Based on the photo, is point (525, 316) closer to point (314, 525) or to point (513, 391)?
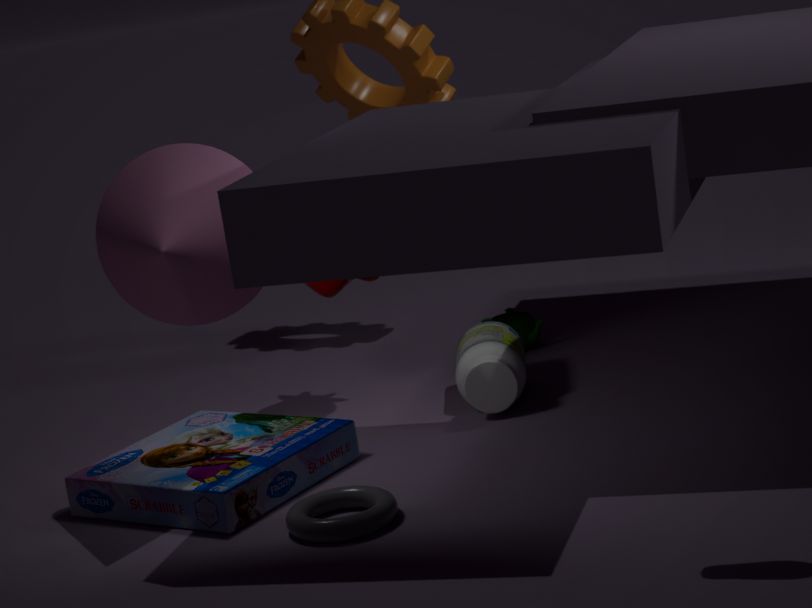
point (513, 391)
